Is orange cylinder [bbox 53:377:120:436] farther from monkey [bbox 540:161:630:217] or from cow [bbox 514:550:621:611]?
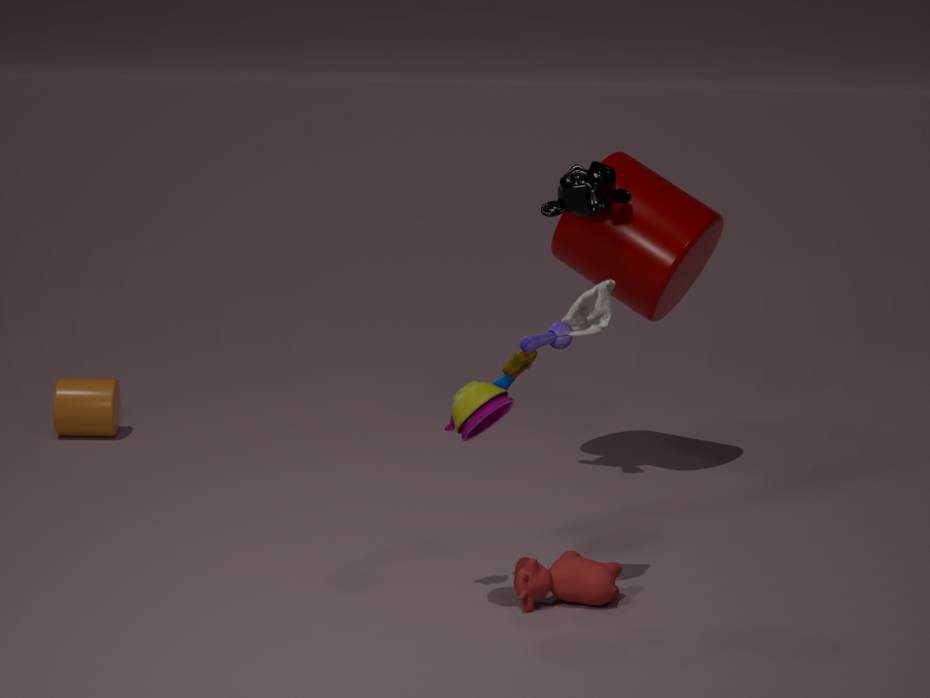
cow [bbox 514:550:621:611]
